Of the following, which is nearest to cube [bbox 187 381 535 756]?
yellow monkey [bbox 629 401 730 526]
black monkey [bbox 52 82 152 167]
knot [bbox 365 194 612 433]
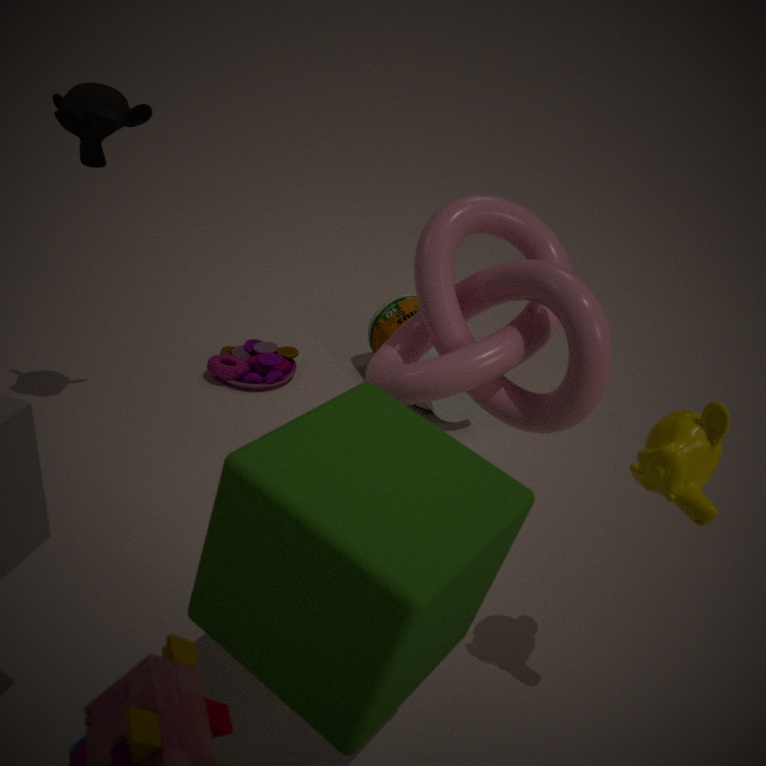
knot [bbox 365 194 612 433]
